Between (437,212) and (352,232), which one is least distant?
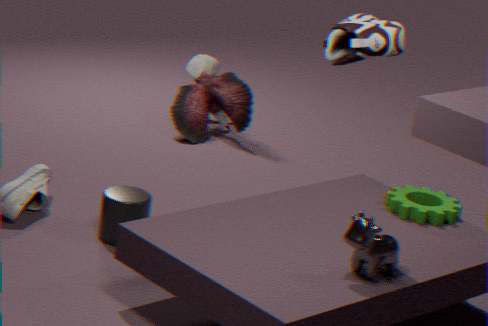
(352,232)
